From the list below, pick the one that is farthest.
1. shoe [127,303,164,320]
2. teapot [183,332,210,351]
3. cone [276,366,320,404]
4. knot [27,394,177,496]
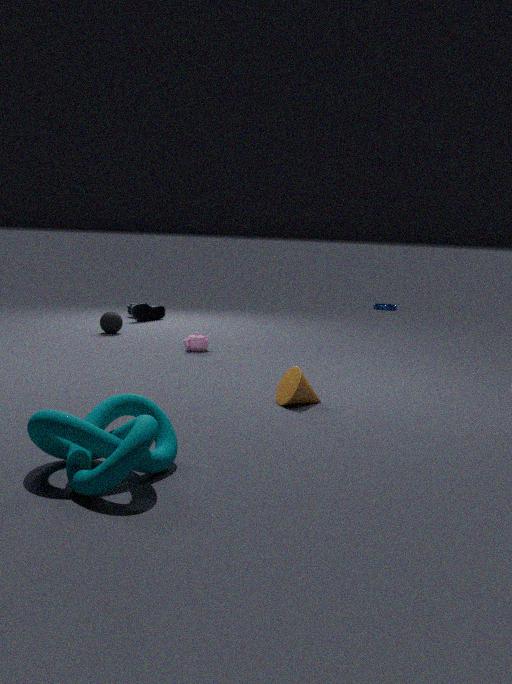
shoe [127,303,164,320]
